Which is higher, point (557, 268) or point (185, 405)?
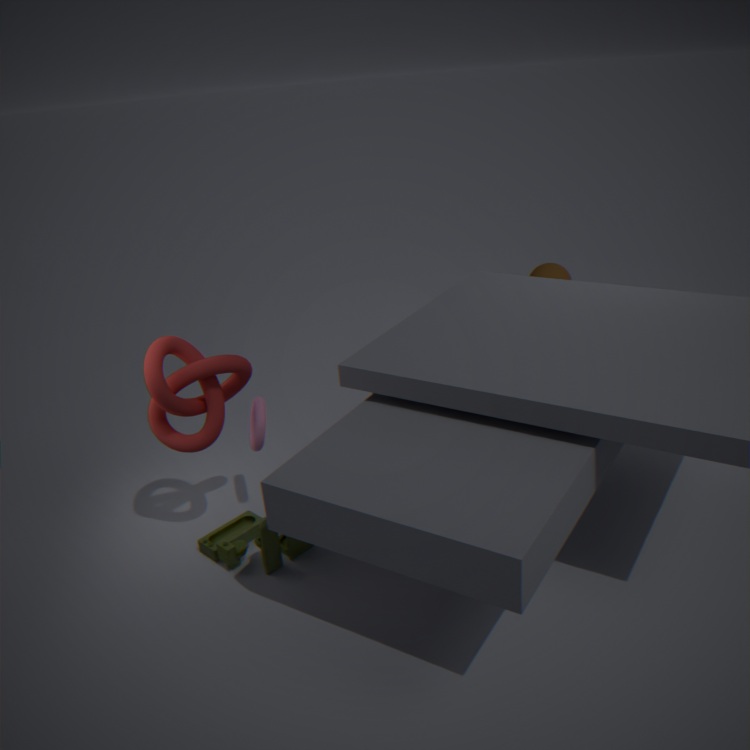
point (185, 405)
